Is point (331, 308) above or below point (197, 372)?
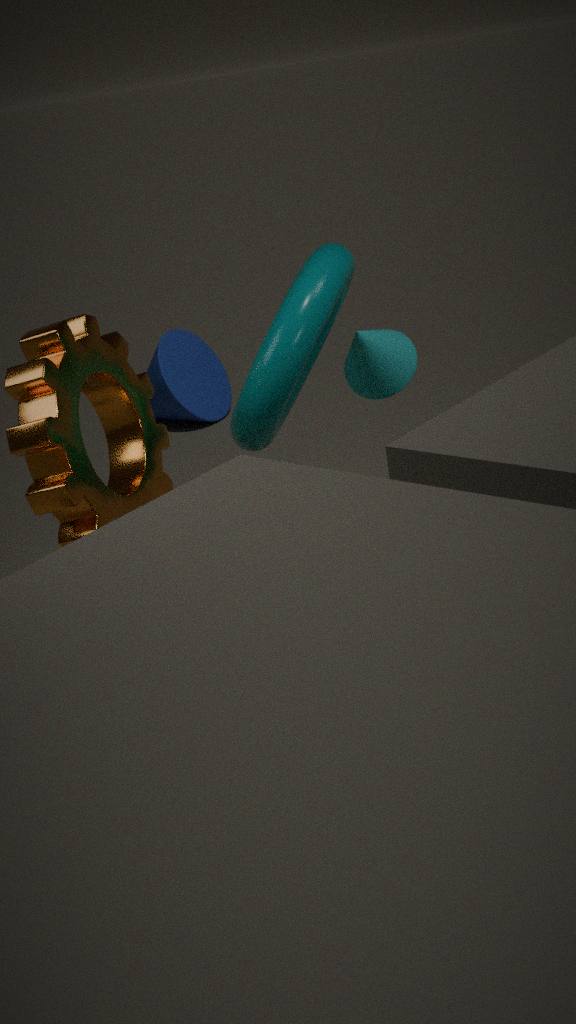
above
